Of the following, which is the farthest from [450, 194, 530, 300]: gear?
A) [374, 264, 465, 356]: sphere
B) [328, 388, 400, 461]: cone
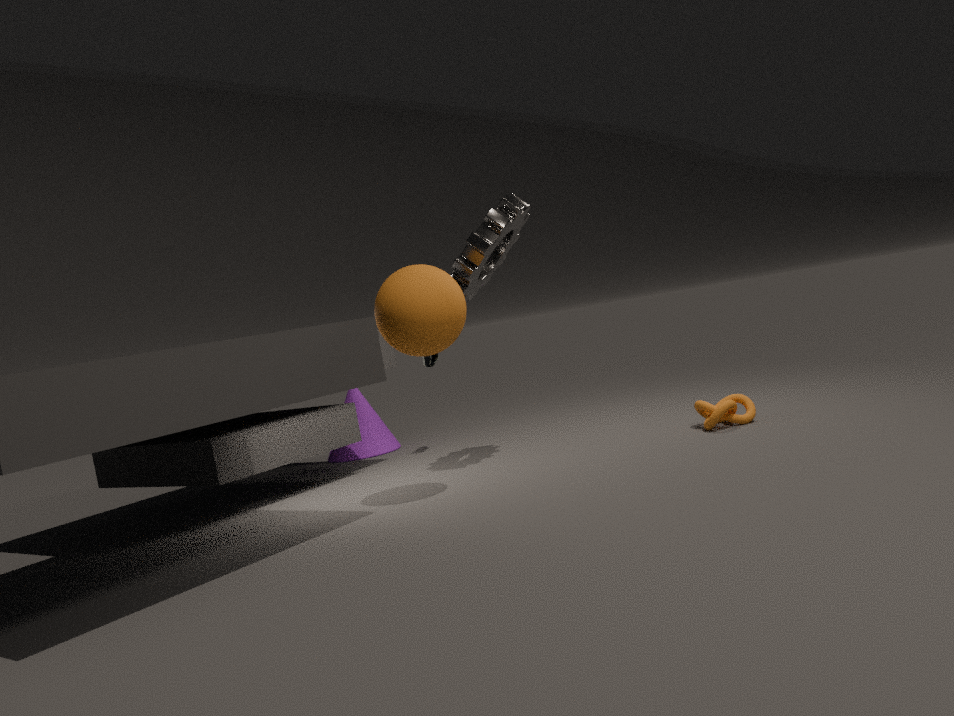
[328, 388, 400, 461]: cone
